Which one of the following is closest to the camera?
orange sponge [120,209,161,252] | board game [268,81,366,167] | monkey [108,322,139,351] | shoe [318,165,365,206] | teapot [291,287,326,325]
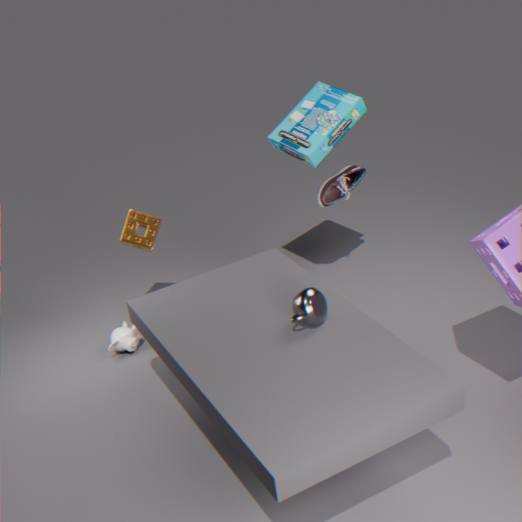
teapot [291,287,326,325]
